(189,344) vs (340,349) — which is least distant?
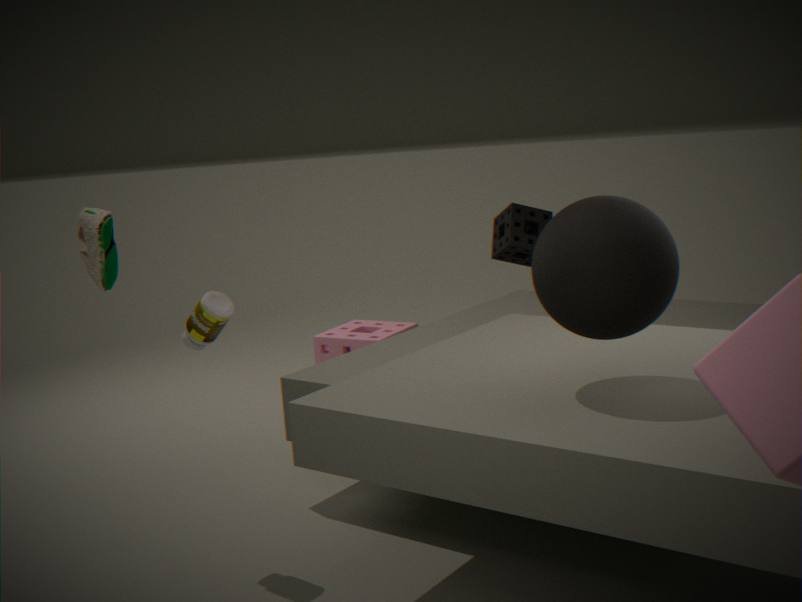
(189,344)
